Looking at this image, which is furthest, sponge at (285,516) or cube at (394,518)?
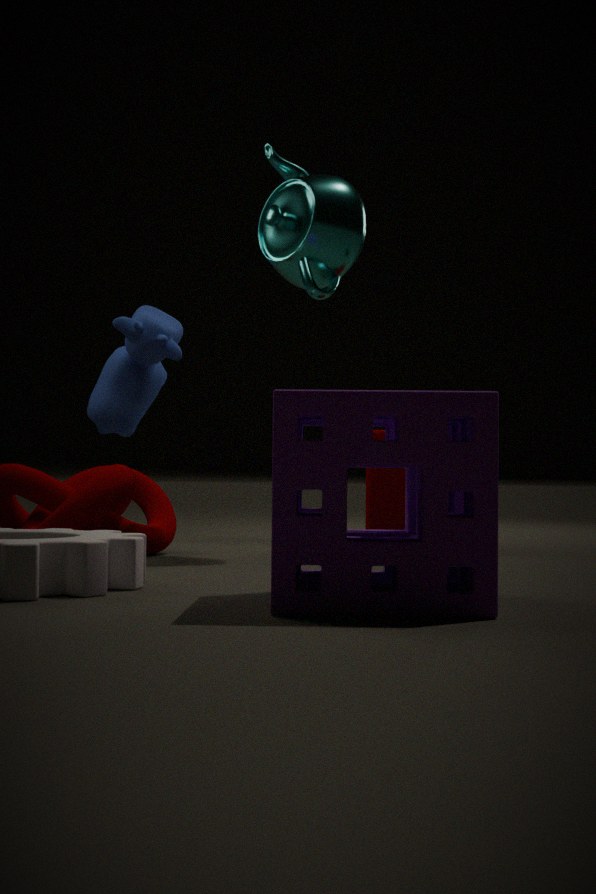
cube at (394,518)
